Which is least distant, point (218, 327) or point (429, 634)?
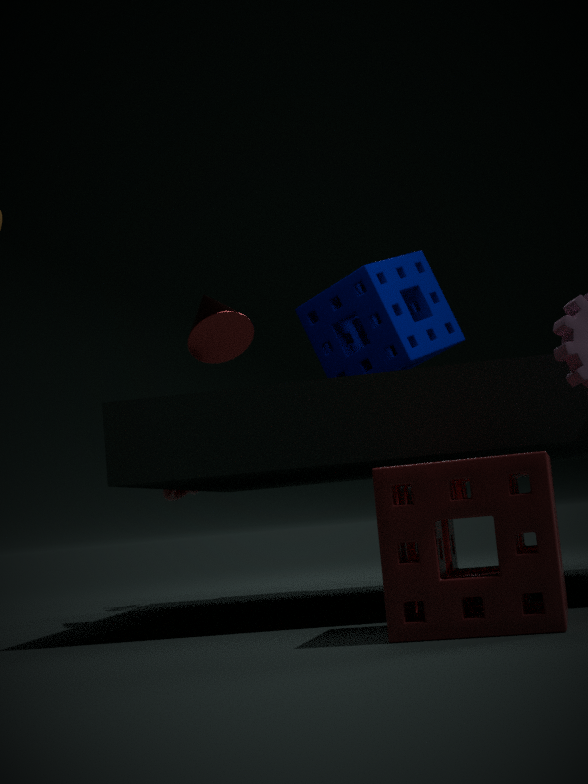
point (429, 634)
